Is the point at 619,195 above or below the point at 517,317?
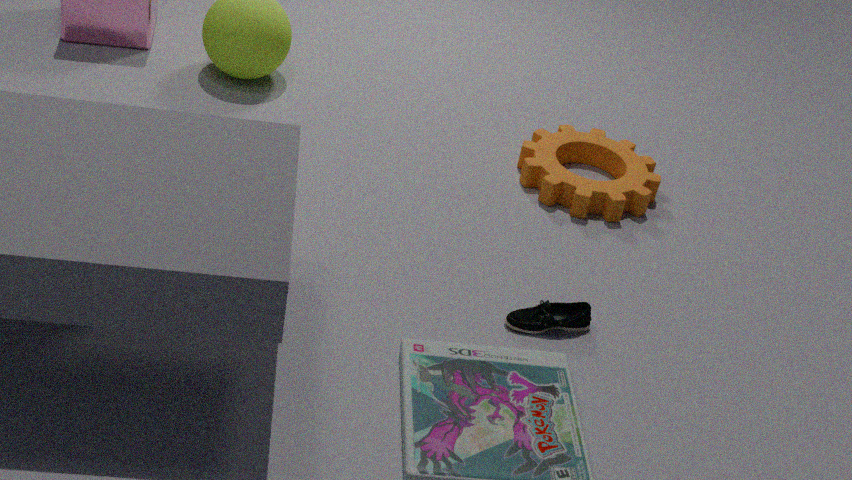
above
